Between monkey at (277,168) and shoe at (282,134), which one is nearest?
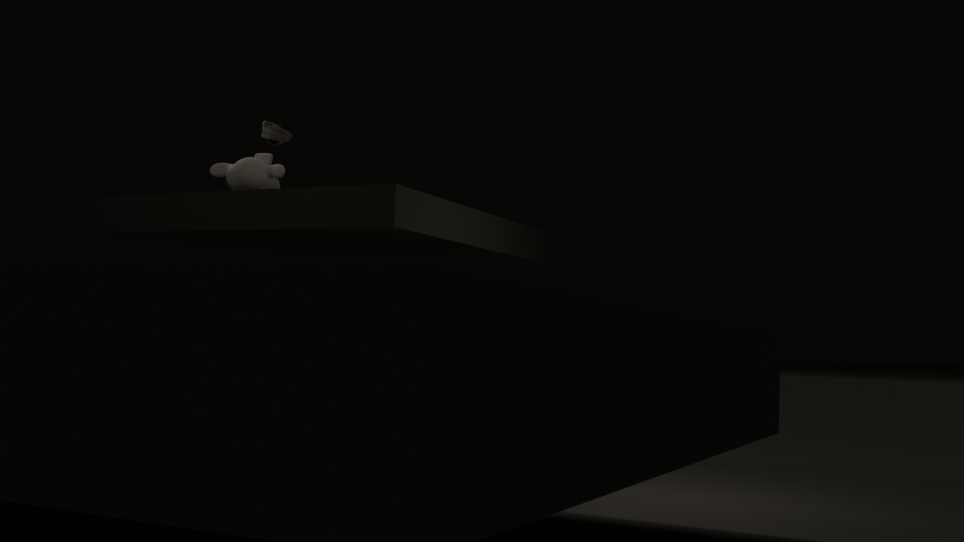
monkey at (277,168)
